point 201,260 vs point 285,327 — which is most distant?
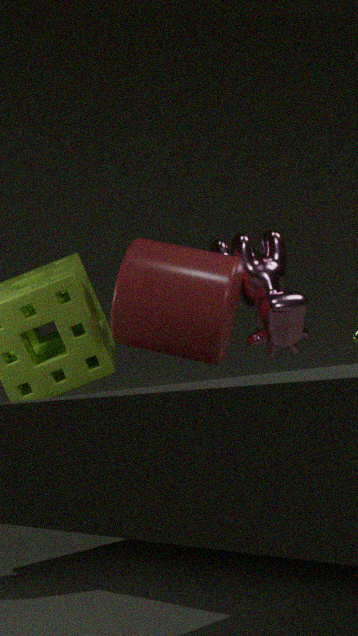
point 285,327
